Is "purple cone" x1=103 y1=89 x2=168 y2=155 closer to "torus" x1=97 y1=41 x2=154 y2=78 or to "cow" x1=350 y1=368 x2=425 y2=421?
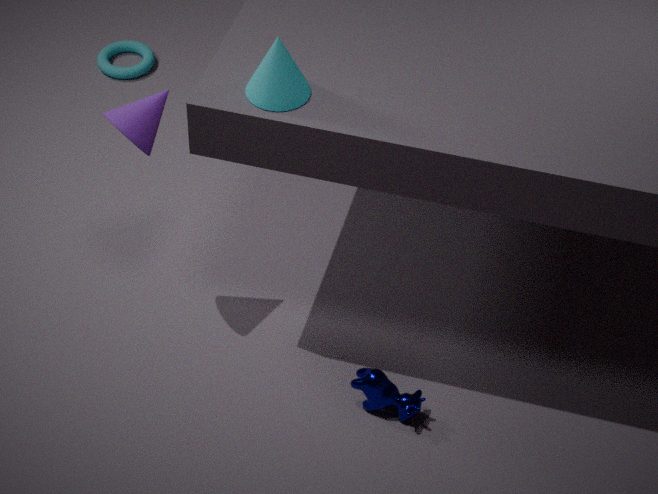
"cow" x1=350 y1=368 x2=425 y2=421
